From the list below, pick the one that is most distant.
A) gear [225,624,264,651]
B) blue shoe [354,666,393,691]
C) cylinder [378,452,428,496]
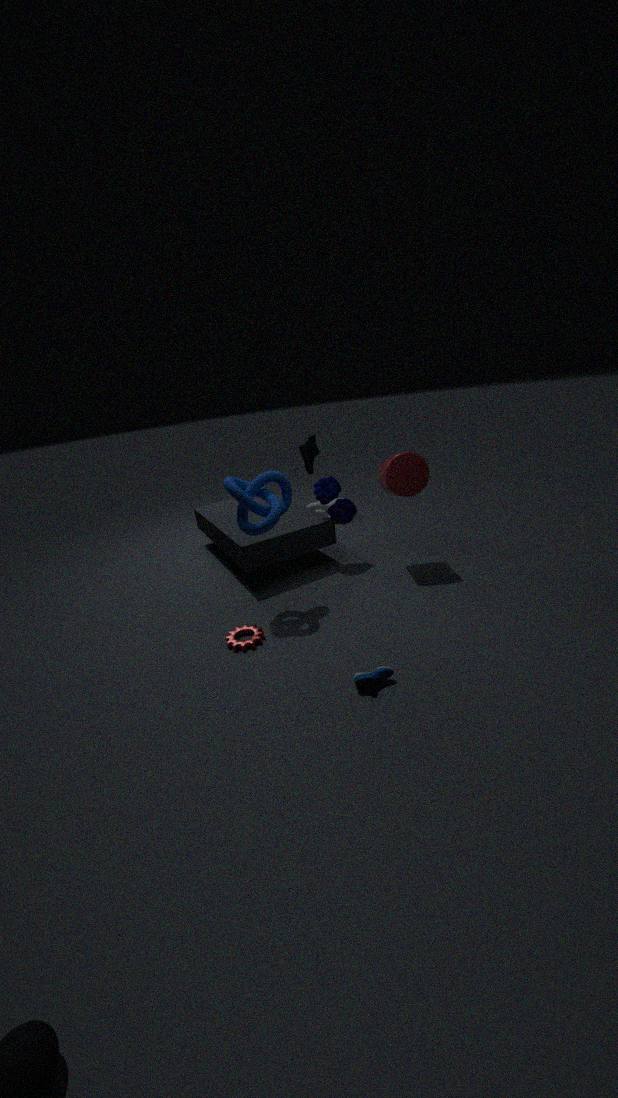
cylinder [378,452,428,496]
